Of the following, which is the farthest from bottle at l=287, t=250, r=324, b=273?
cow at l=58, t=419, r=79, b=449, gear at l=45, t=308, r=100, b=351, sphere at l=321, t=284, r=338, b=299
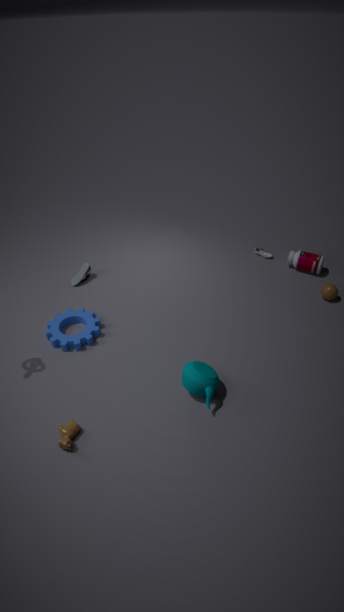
cow at l=58, t=419, r=79, b=449
